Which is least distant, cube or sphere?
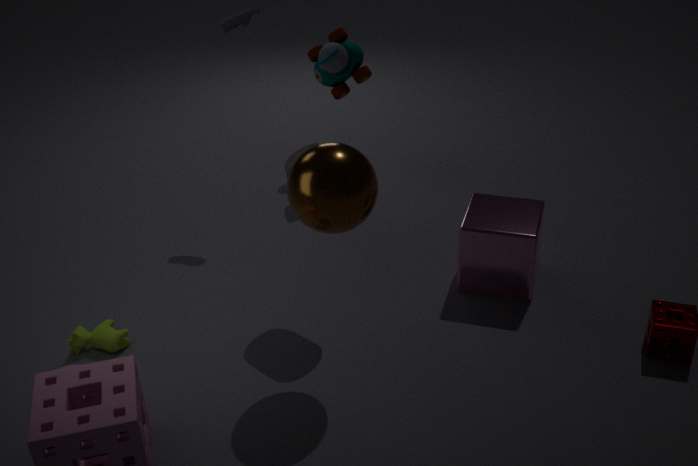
sphere
